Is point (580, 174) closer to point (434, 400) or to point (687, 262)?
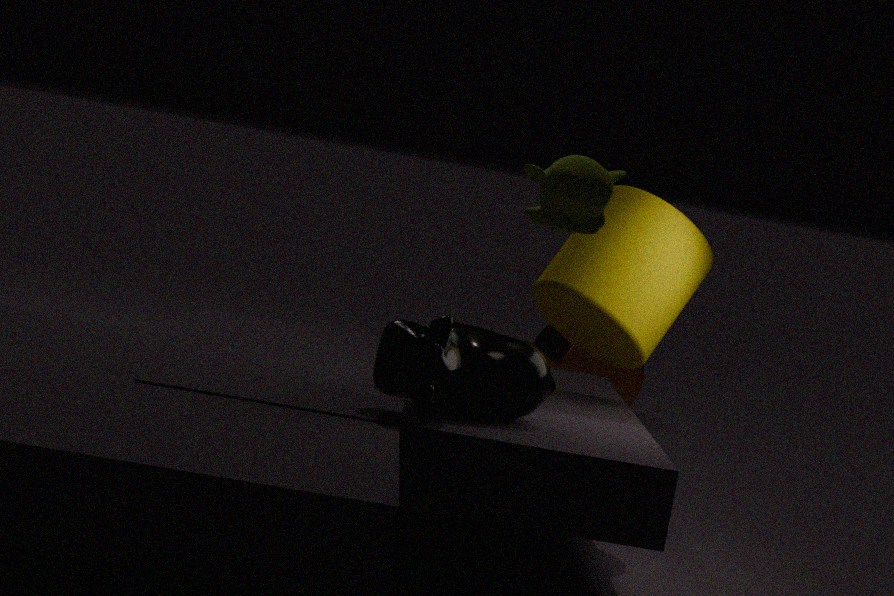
point (434, 400)
